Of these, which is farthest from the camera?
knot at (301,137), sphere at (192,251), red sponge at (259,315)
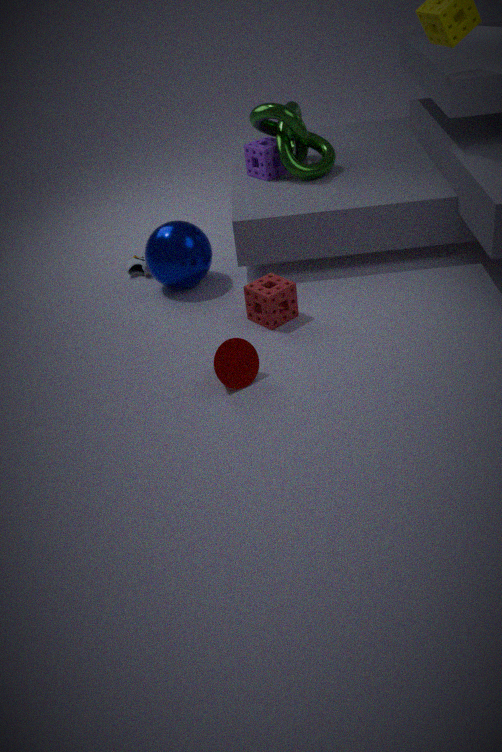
knot at (301,137)
